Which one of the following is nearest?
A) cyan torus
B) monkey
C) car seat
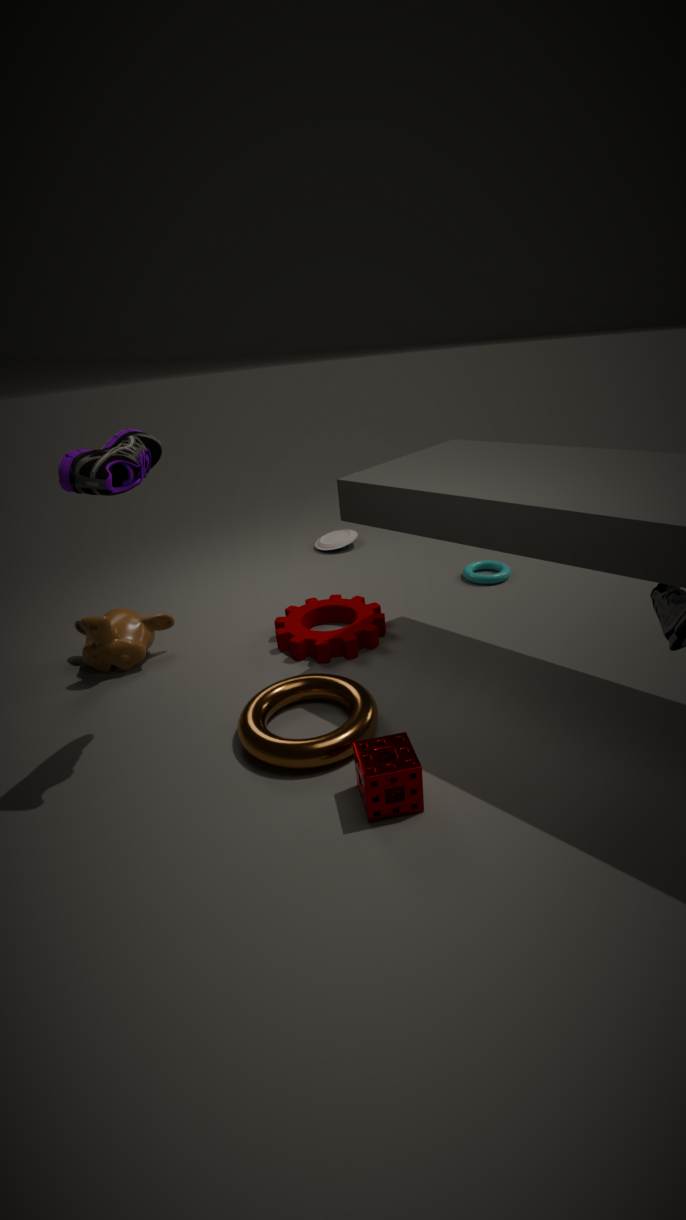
monkey
